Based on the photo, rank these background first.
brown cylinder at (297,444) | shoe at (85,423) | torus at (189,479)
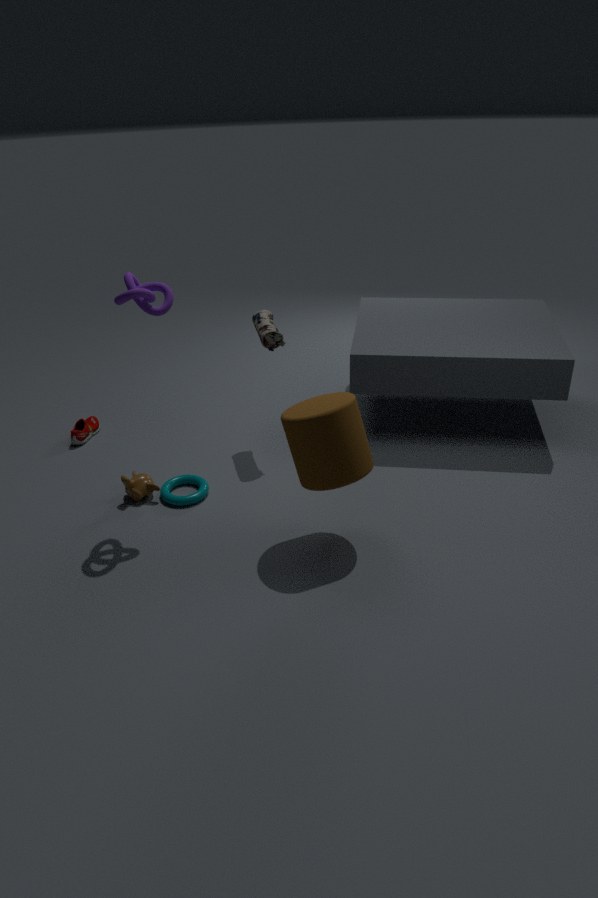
1. shoe at (85,423)
2. torus at (189,479)
3. brown cylinder at (297,444)
